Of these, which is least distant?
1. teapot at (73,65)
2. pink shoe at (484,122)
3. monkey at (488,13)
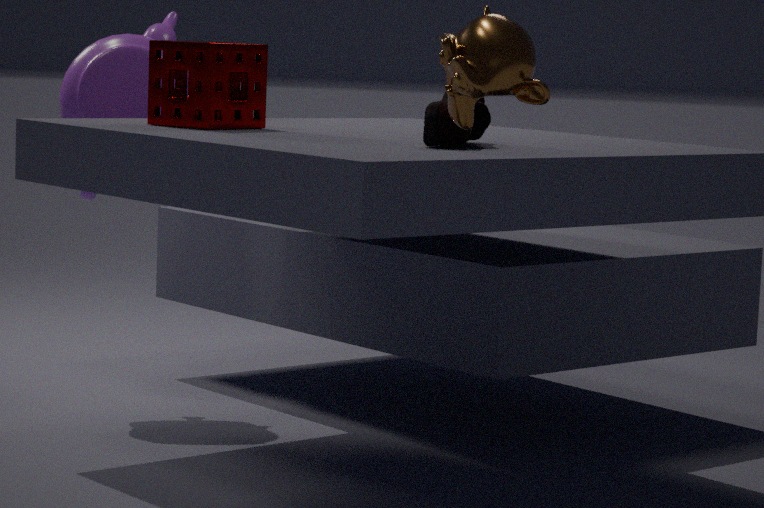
monkey at (488,13)
